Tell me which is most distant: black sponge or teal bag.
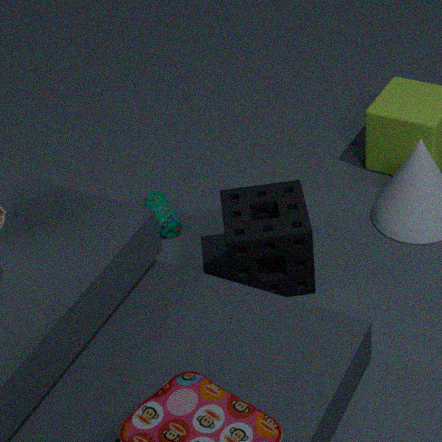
teal bag
